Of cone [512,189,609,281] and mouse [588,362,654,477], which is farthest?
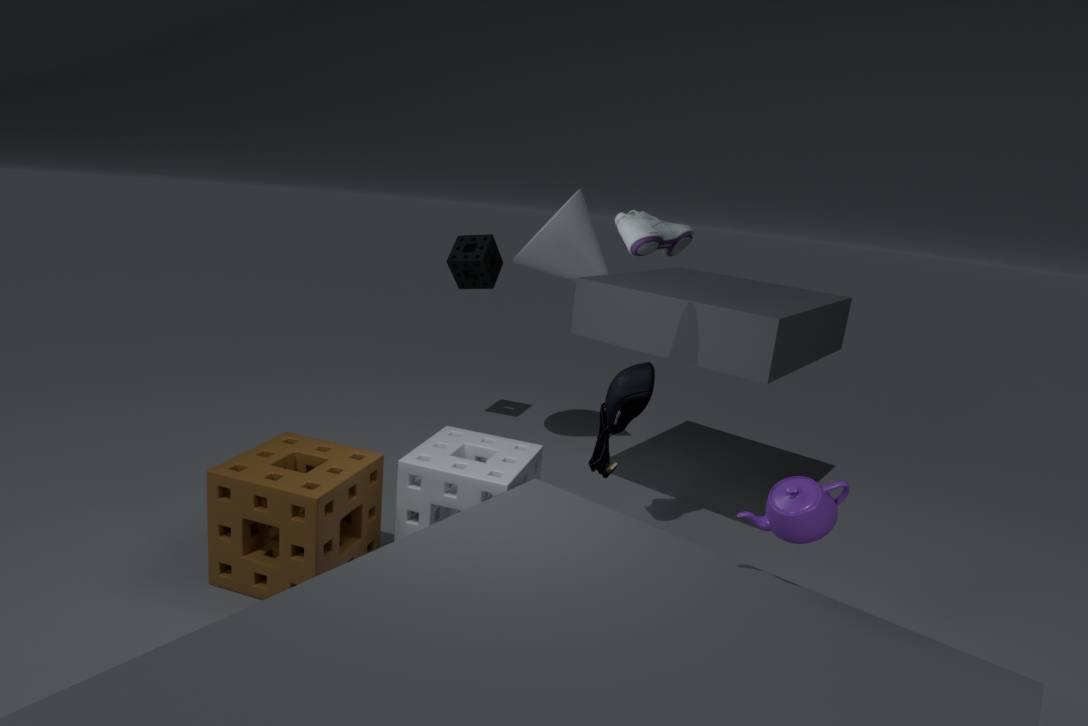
cone [512,189,609,281]
